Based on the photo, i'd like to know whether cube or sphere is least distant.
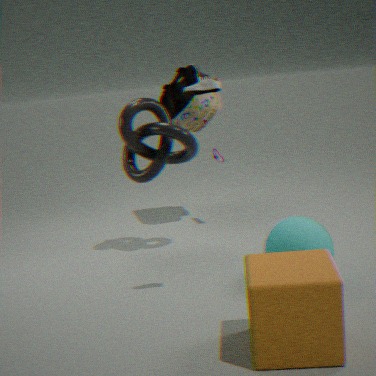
cube
